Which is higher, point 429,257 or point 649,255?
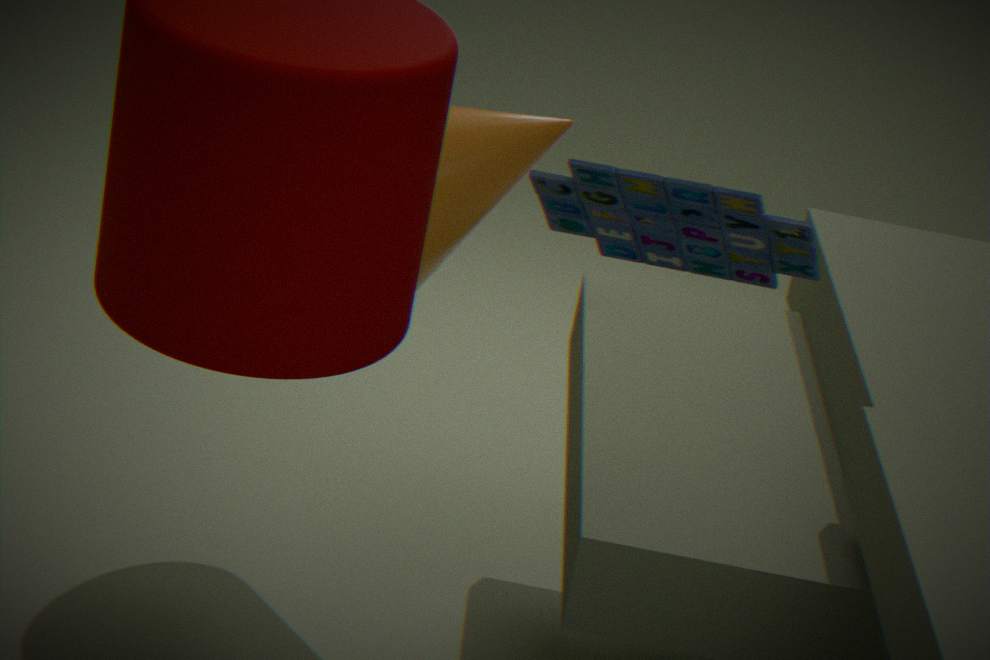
point 649,255
